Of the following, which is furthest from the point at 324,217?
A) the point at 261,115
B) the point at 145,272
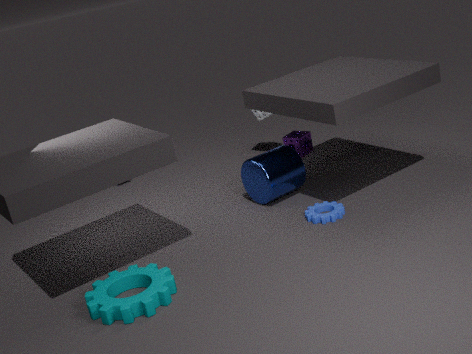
the point at 261,115
